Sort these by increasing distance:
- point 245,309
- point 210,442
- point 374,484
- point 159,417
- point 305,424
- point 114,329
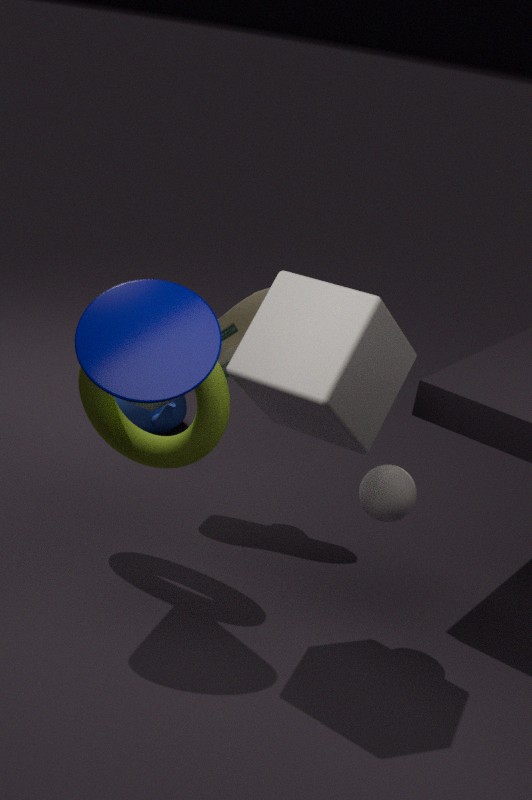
point 114,329 → point 305,424 → point 374,484 → point 210,442 → point 245,309 → point 159,417
